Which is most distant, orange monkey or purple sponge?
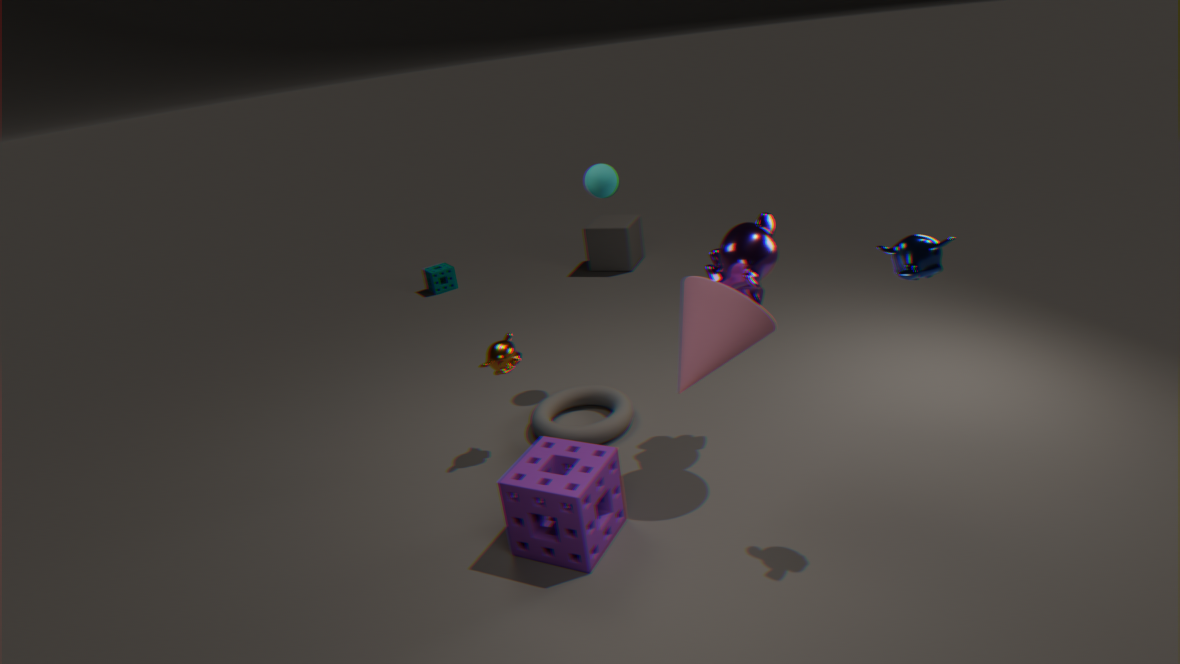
orange monkey
